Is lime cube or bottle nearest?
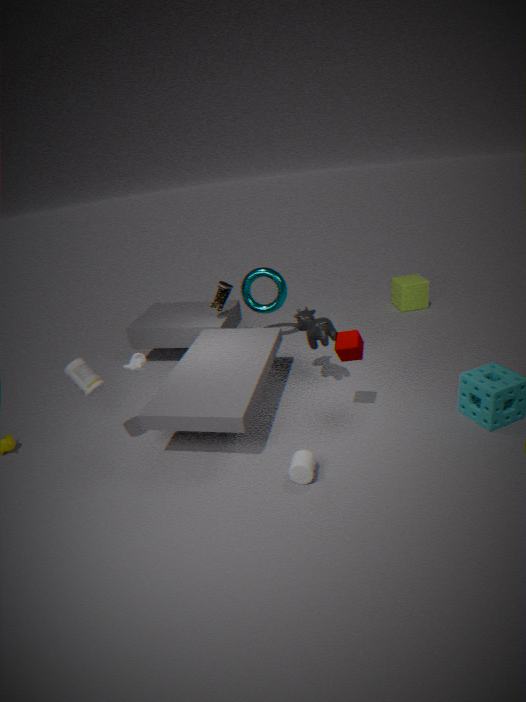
bottle
